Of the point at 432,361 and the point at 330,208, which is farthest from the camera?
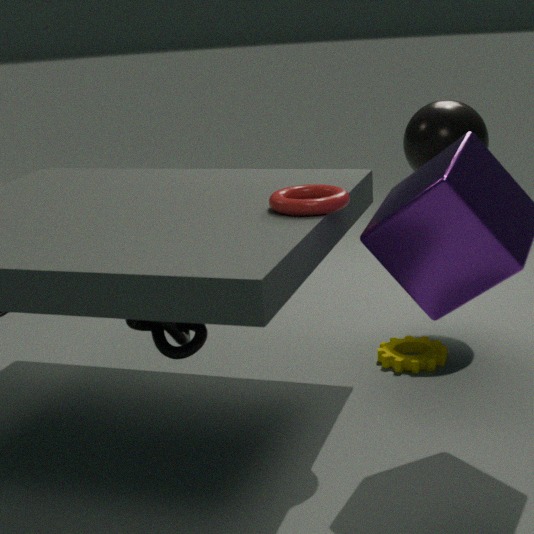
the point at 432,361
